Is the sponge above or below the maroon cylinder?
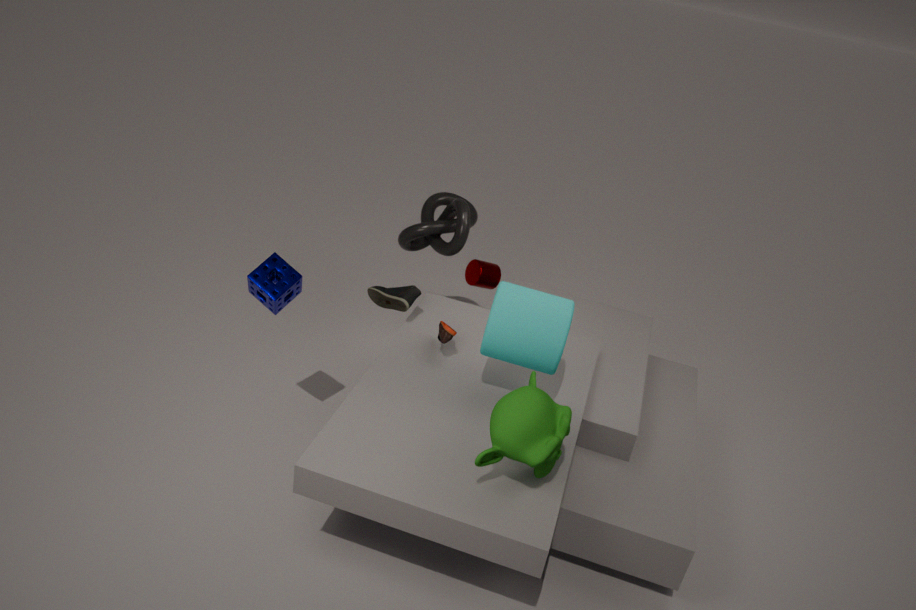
above
